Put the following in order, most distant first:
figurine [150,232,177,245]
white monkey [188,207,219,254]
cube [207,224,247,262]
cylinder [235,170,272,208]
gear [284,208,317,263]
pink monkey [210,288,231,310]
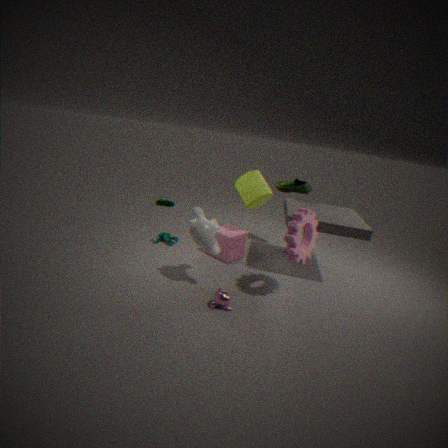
figurine [150,232,177,245] < cube [207,224,247,262] < cylinder [235,170,272,208] < white monkey [188,207,219,254] < pink monkey [210,288,231,310] < gear [284,208,317,263]
